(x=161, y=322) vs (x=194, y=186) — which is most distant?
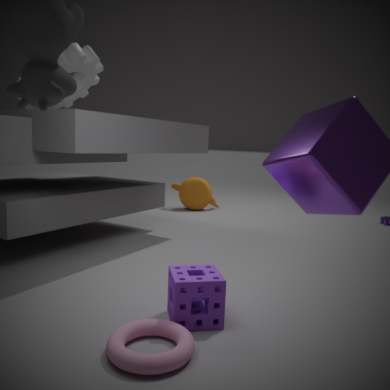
(x=194, y=186)
